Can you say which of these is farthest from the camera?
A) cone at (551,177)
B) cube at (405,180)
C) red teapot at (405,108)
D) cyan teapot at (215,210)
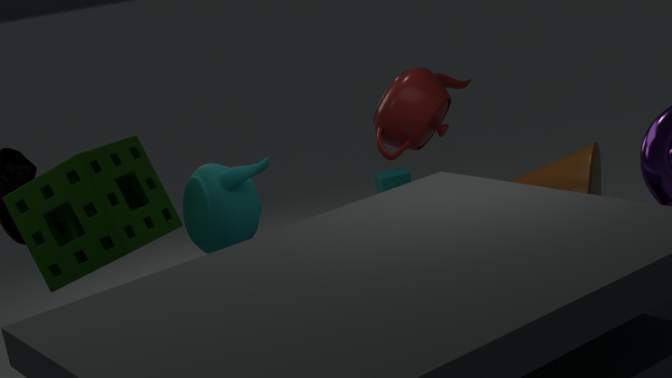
cube at (405,180)
